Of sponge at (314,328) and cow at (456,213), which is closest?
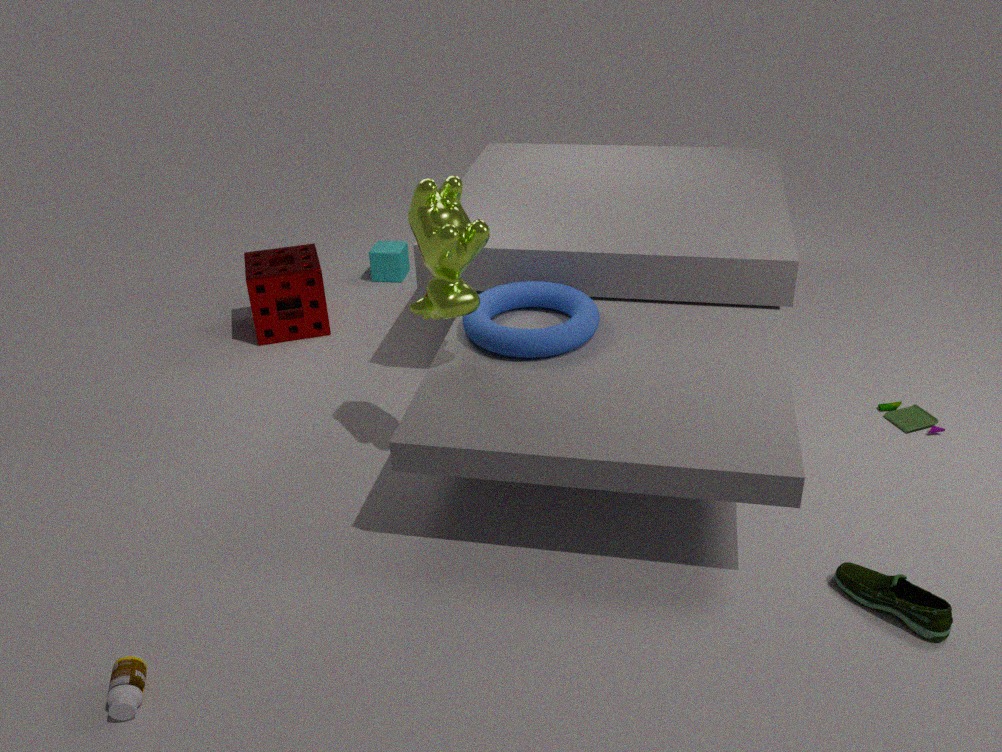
cow at (456,213)
